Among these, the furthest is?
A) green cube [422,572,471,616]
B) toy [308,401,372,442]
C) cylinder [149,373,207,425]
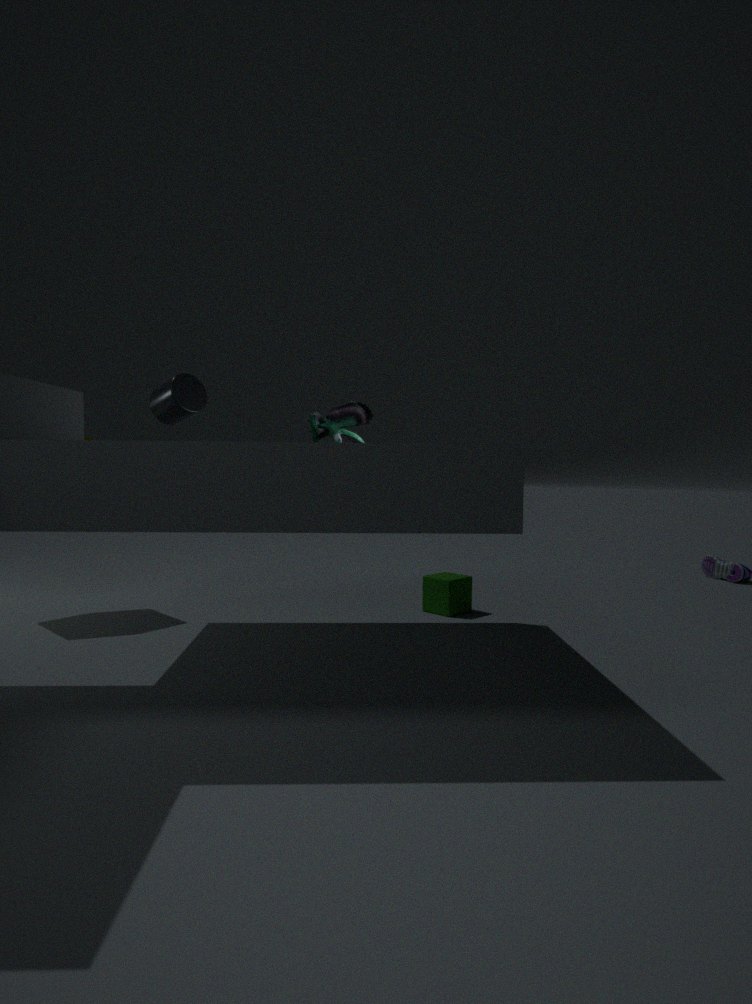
green cube [422,572,471,616]
